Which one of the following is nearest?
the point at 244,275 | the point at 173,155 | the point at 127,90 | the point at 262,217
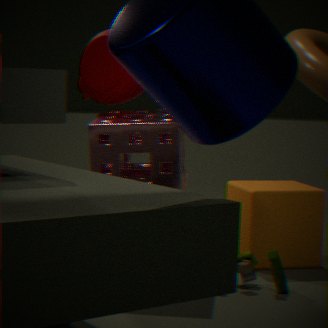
the point at 173,155
